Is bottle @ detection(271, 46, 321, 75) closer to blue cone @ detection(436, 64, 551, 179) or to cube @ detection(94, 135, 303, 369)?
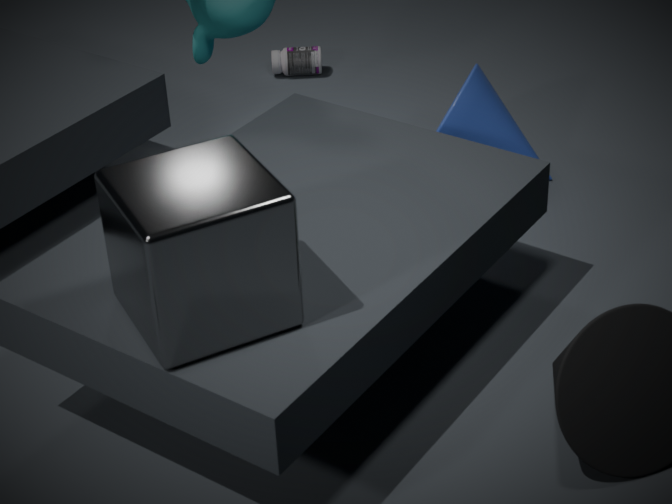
blue cone @ detection(436, 64, 551, 179)
